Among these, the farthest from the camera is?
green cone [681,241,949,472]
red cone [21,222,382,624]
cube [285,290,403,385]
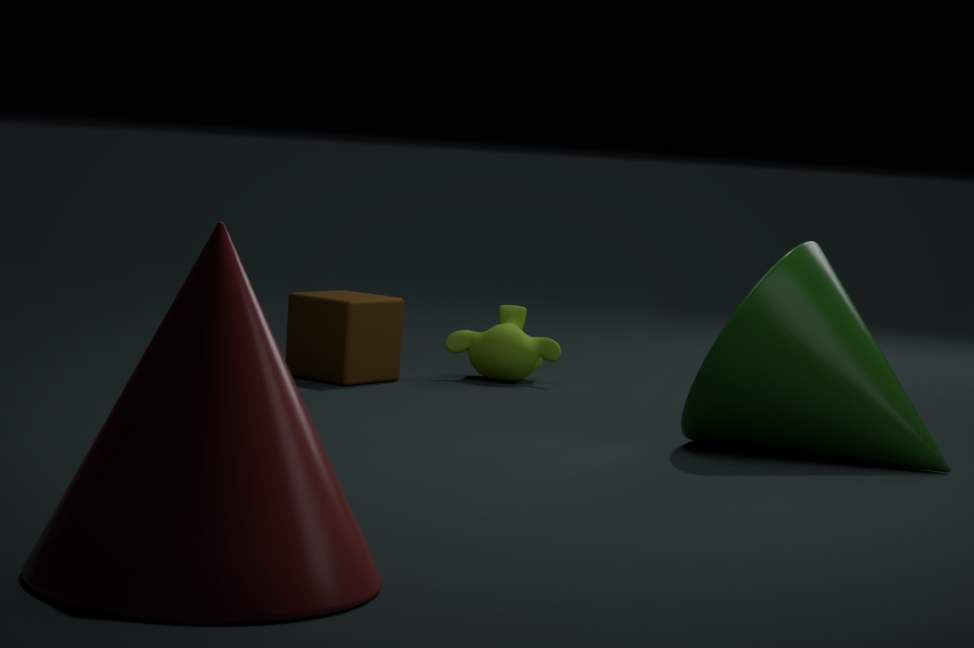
cube [285,290,403,385]
